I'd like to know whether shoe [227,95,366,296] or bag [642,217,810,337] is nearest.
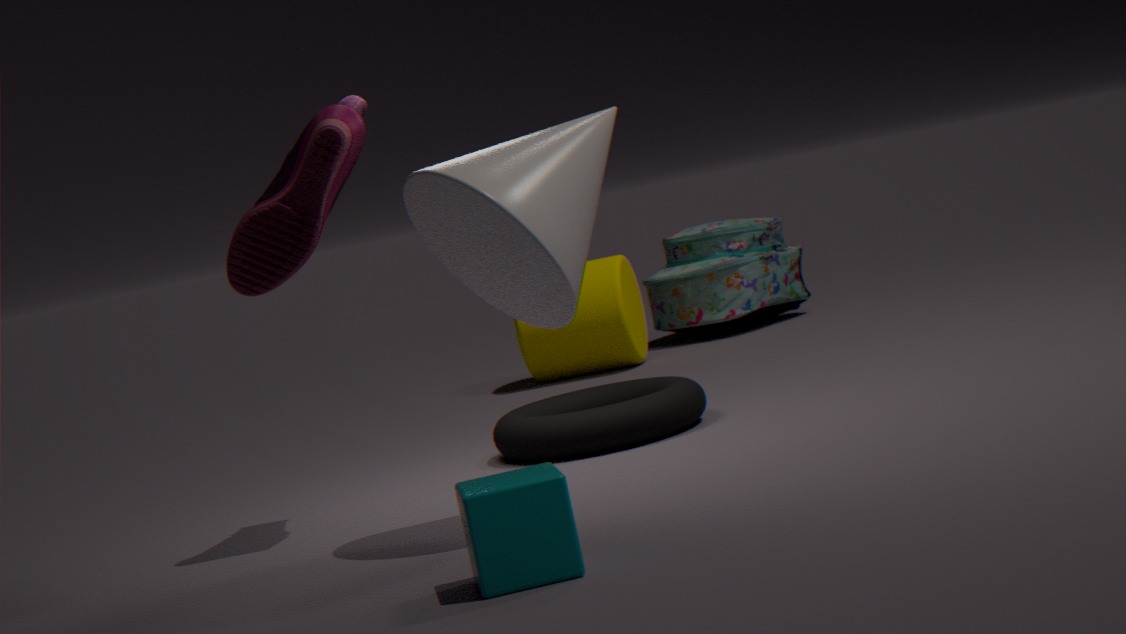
shoe [227,95,366,296]
